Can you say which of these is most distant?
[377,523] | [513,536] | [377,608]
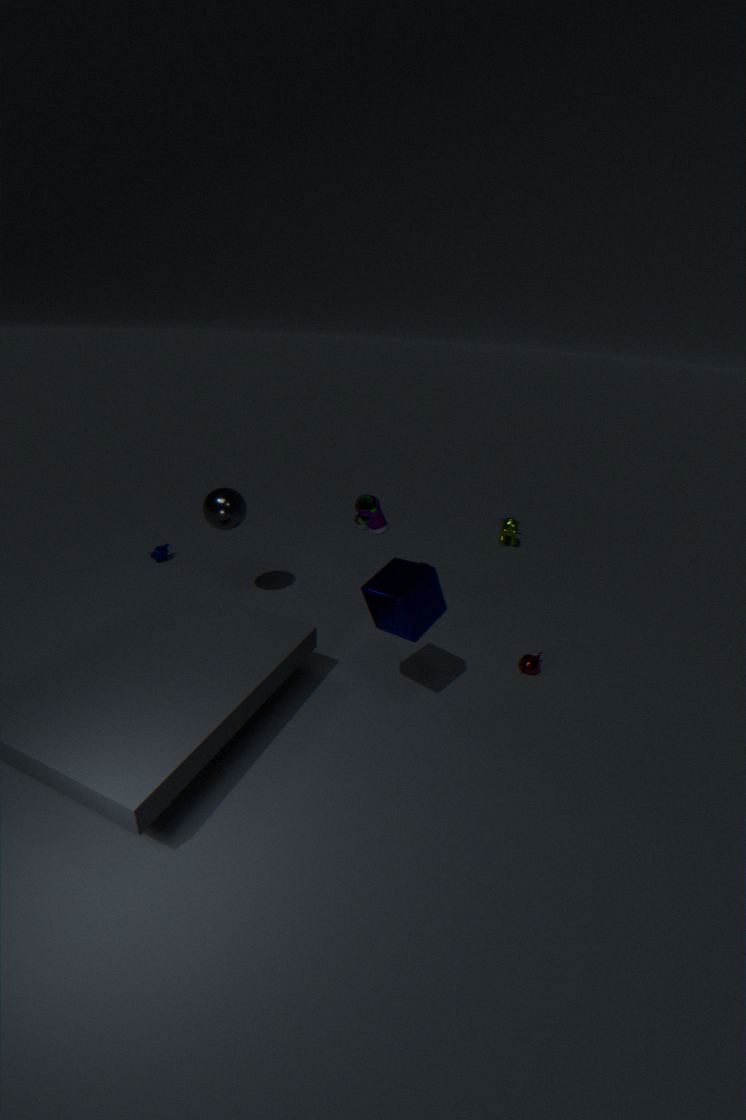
[513,536]
